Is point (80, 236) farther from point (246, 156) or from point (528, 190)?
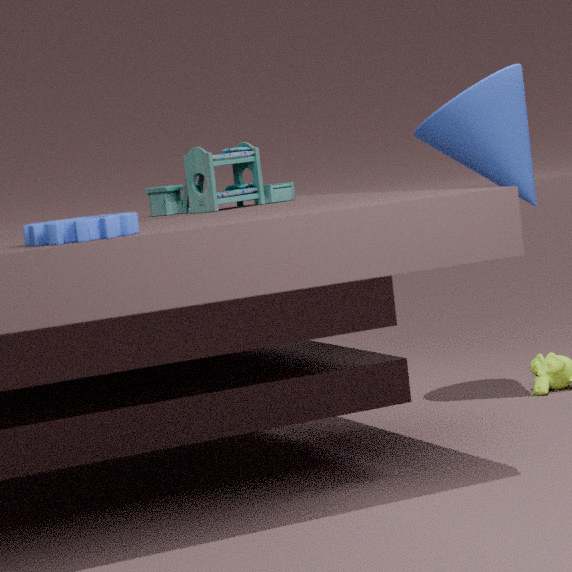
point (528, 190)
